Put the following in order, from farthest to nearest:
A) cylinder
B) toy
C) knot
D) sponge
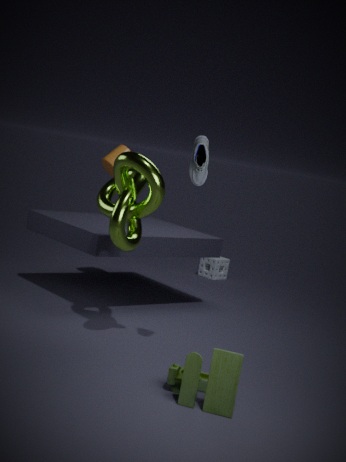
sponge < cylinder < knot < toy
